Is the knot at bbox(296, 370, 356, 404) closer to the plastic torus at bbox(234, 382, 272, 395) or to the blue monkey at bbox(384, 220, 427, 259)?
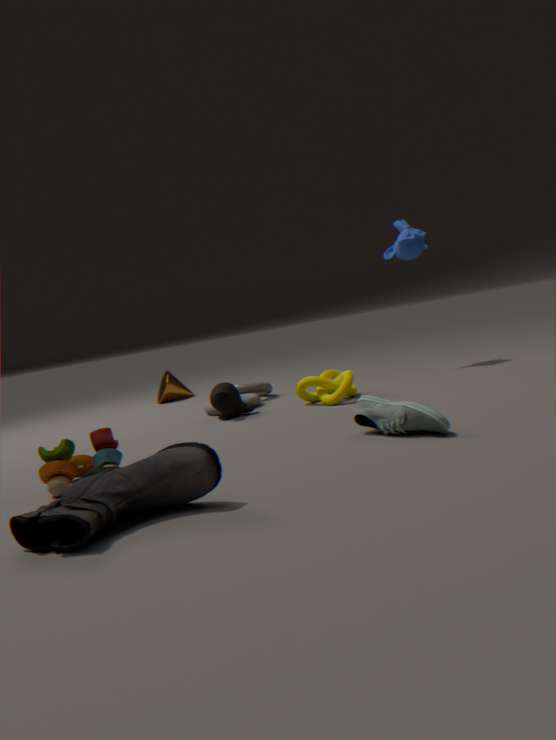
the plastic torus at bbox(234, 382, 272, 395)
